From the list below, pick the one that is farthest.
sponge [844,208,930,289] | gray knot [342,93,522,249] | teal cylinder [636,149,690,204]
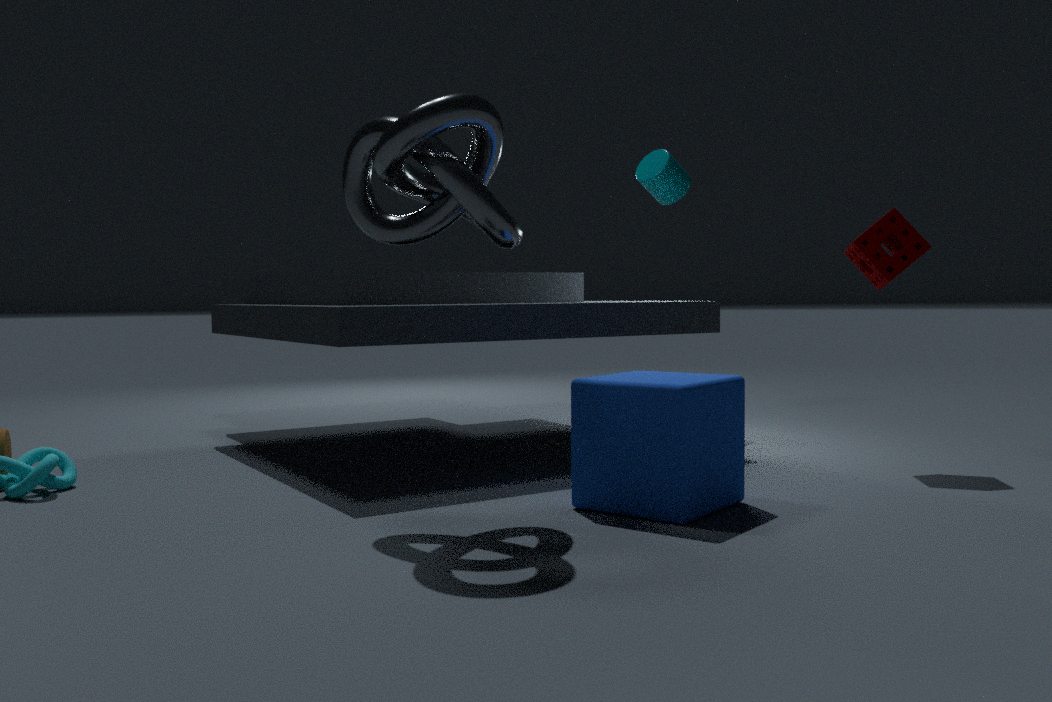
teal cylinder [636,149,690,204]
